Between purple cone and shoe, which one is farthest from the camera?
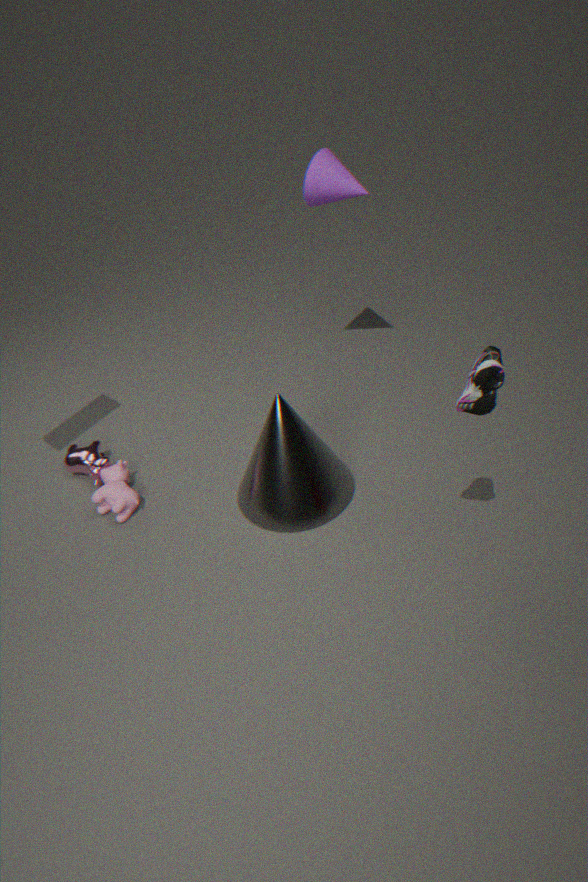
purple cone
